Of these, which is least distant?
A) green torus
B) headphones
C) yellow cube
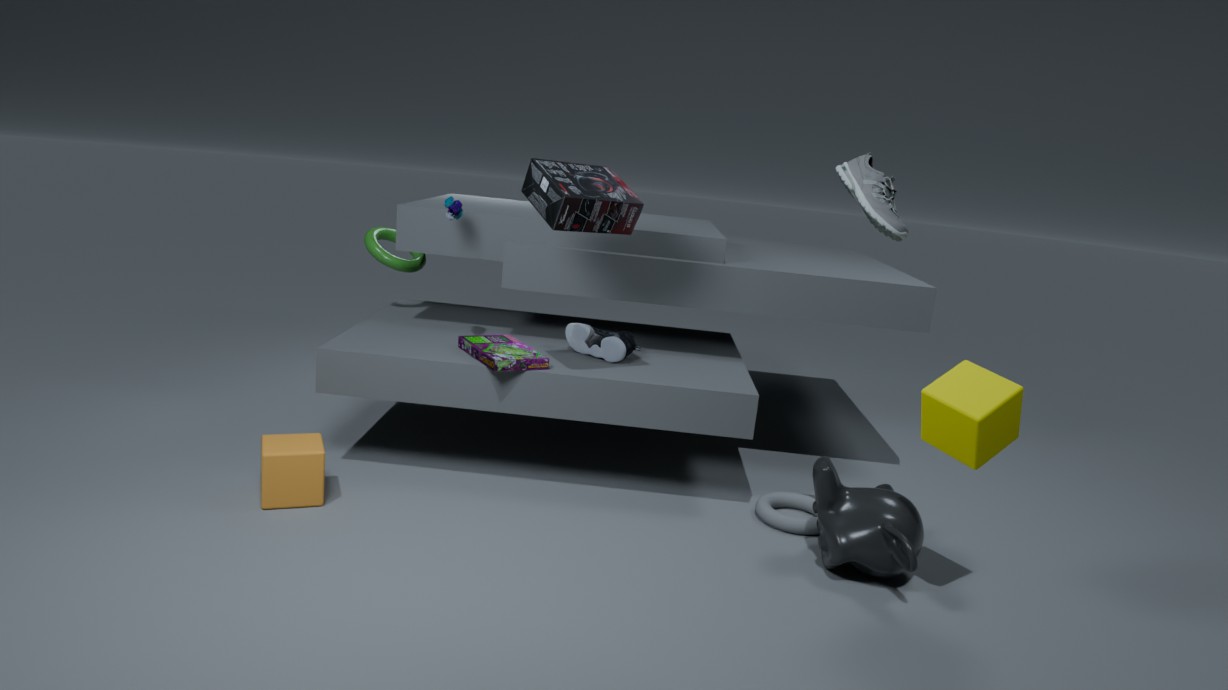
yellow cube
